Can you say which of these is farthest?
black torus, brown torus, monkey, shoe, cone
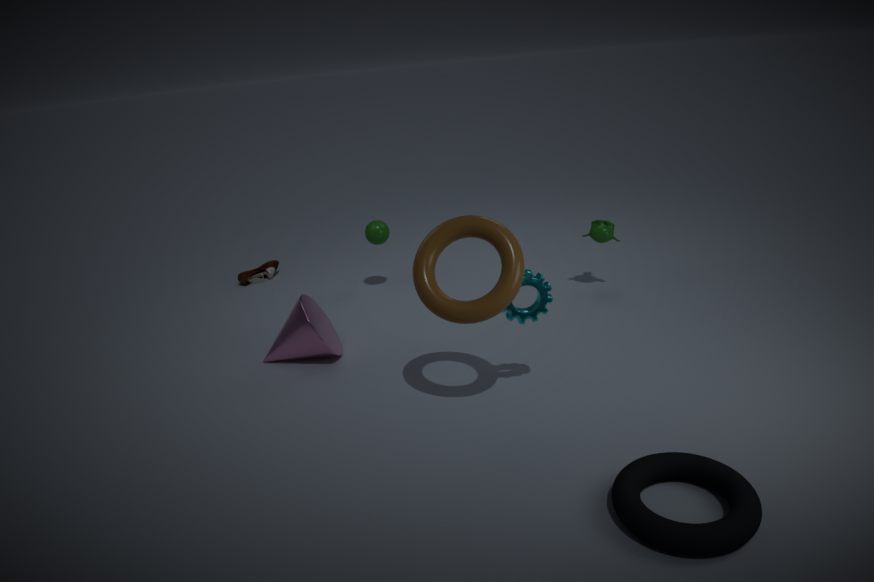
shoe
